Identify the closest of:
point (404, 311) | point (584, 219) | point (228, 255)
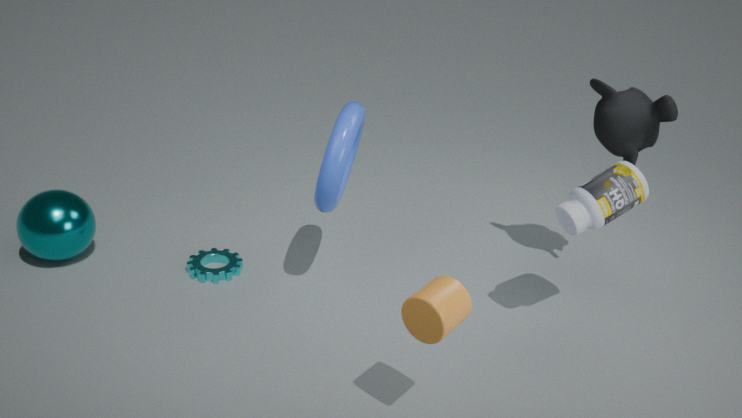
point (404, 311)
